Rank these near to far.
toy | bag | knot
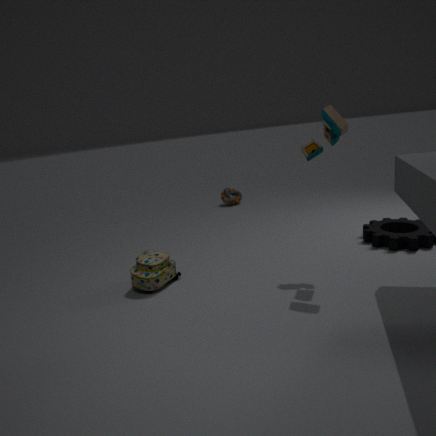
1. toy
2. bag
3. knot
